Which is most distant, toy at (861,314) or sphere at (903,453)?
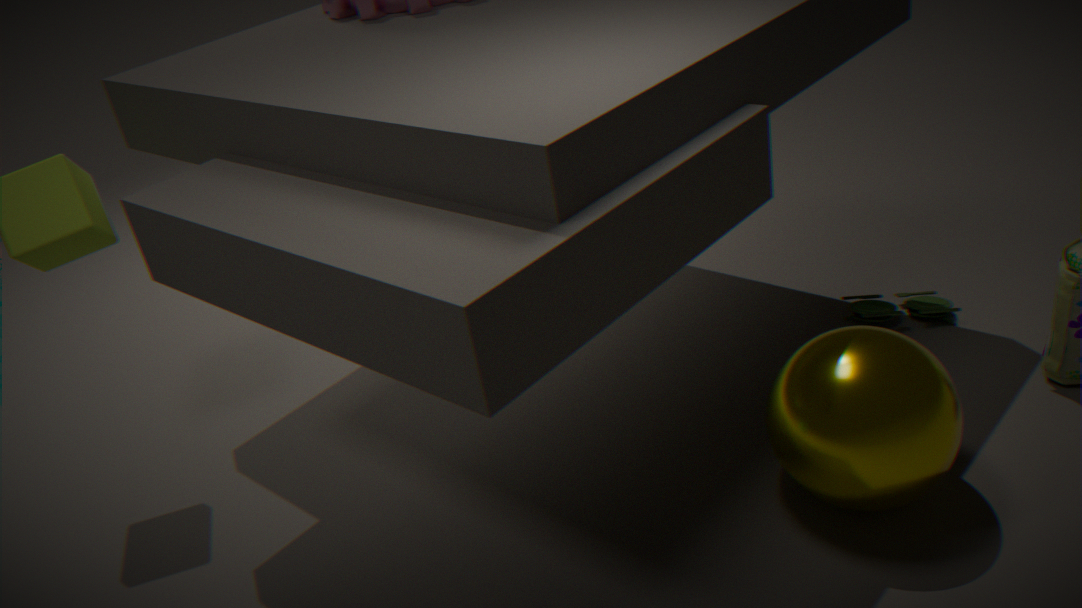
toy at (861,314)
